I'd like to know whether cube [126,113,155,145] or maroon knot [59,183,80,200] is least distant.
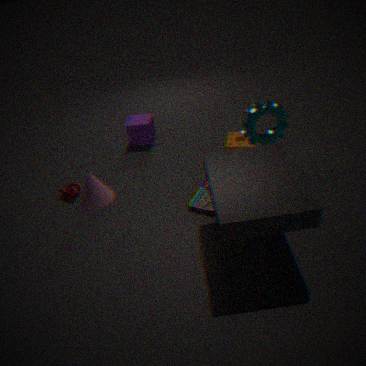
maroon knot [59,183,80,200]
